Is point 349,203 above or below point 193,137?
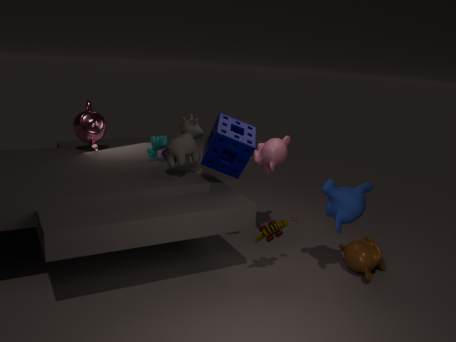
below
